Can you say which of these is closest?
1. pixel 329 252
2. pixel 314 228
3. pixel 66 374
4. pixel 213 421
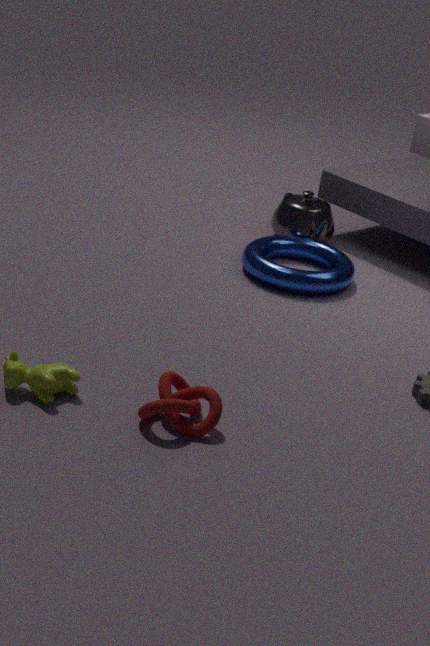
pixel 213 421
